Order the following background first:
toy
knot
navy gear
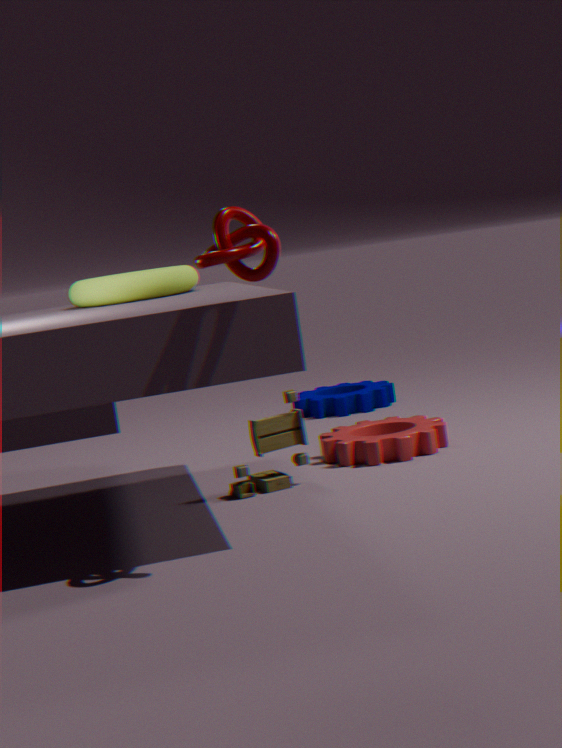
navy gear → toy → knot
